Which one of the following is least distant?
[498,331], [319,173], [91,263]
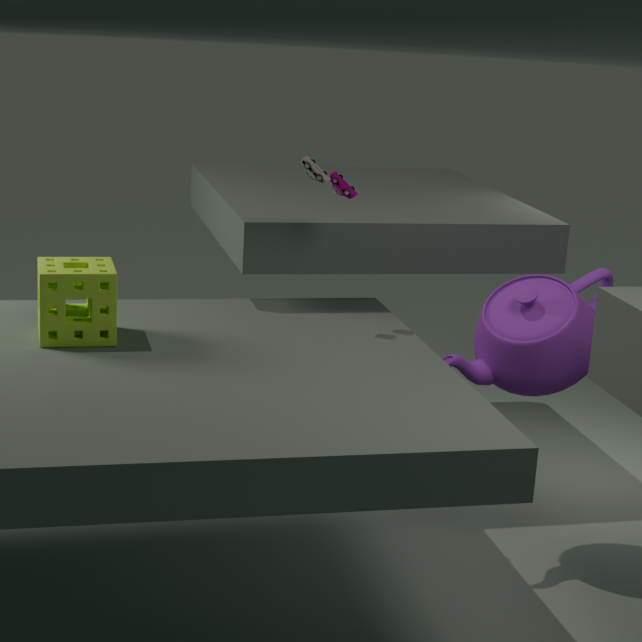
[91,263]
